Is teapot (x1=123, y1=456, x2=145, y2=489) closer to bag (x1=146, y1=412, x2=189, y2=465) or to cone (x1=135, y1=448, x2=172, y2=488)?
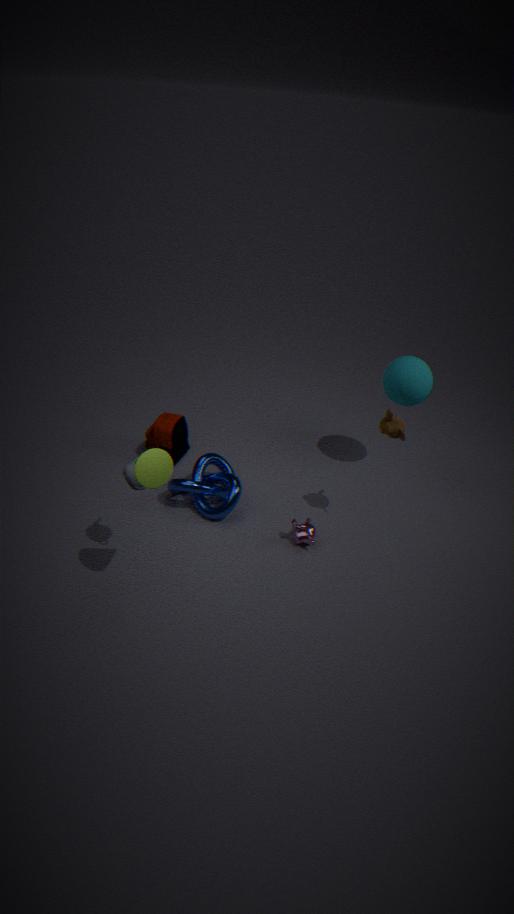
cone (x1=135, y1=448, x2=172, y2=488)
